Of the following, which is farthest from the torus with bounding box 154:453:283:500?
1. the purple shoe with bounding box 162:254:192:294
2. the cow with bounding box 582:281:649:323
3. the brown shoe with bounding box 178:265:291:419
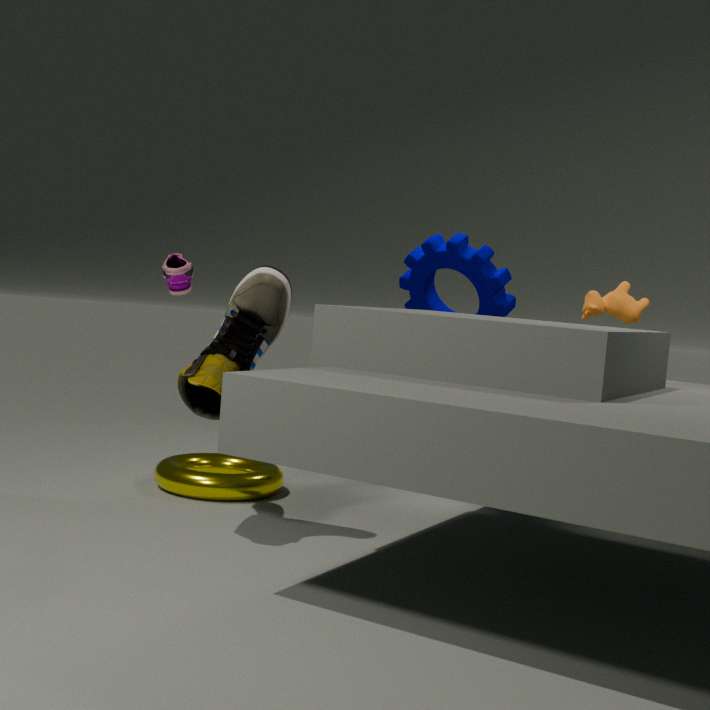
the cow with bounding box 582:281:649:323
